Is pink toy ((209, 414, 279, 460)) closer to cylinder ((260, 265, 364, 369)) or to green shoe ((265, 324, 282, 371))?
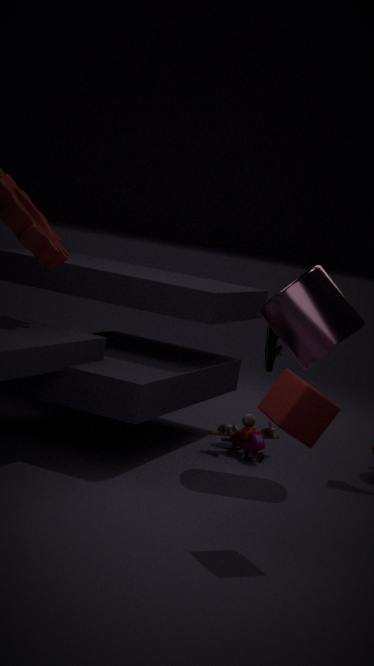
green shoe ((265, 324, 282, 371))
